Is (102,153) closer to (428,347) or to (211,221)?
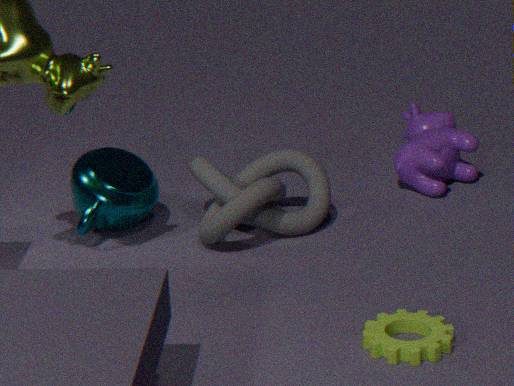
(211,221)
